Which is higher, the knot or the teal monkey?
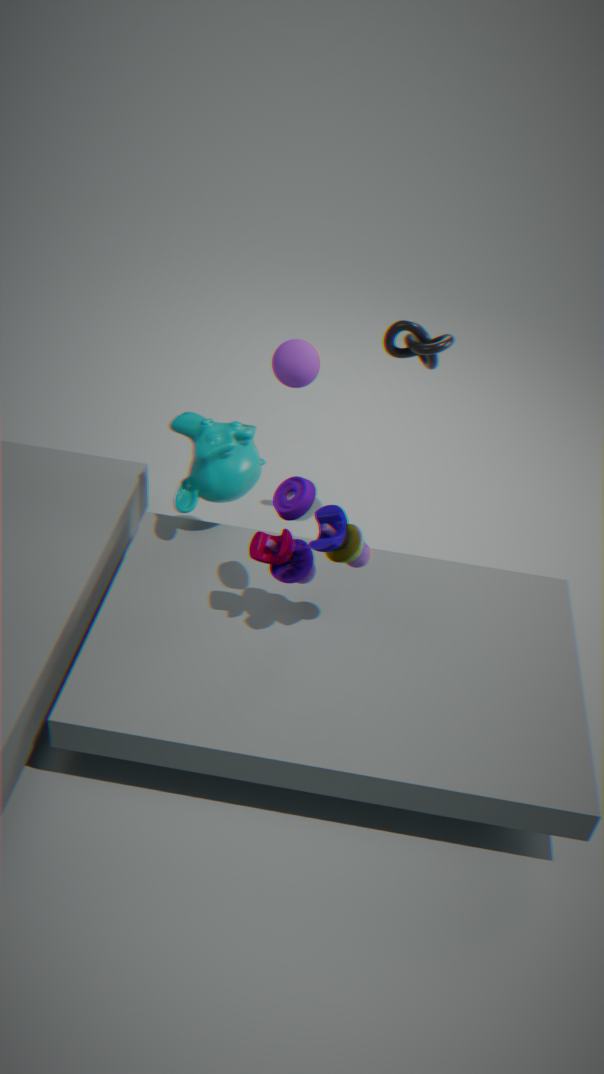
the knot
